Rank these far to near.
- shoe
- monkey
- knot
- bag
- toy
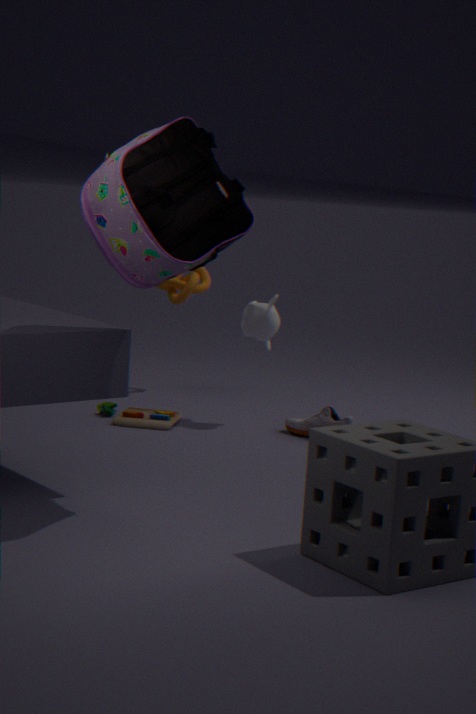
knot
monkey
toy
shoe
bag
